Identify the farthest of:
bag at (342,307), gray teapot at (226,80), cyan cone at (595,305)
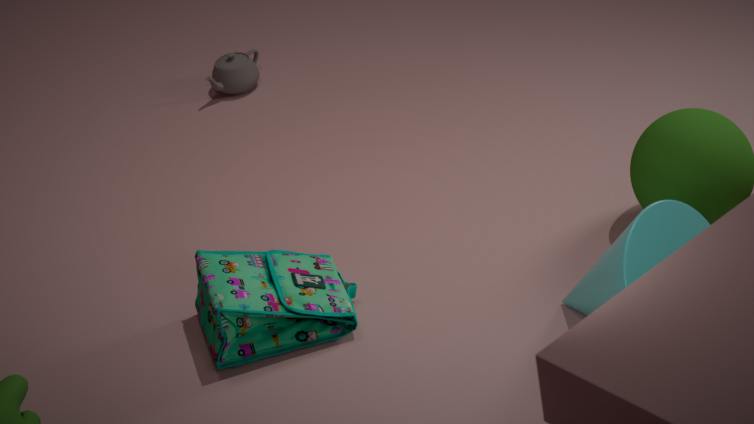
gray teapot at (226,80)
